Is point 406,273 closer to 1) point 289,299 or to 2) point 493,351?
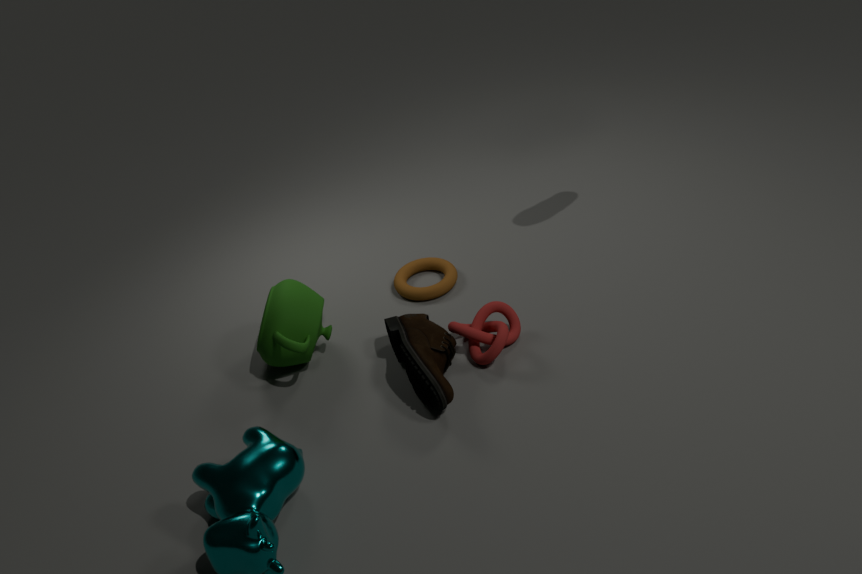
2) point 493,351
